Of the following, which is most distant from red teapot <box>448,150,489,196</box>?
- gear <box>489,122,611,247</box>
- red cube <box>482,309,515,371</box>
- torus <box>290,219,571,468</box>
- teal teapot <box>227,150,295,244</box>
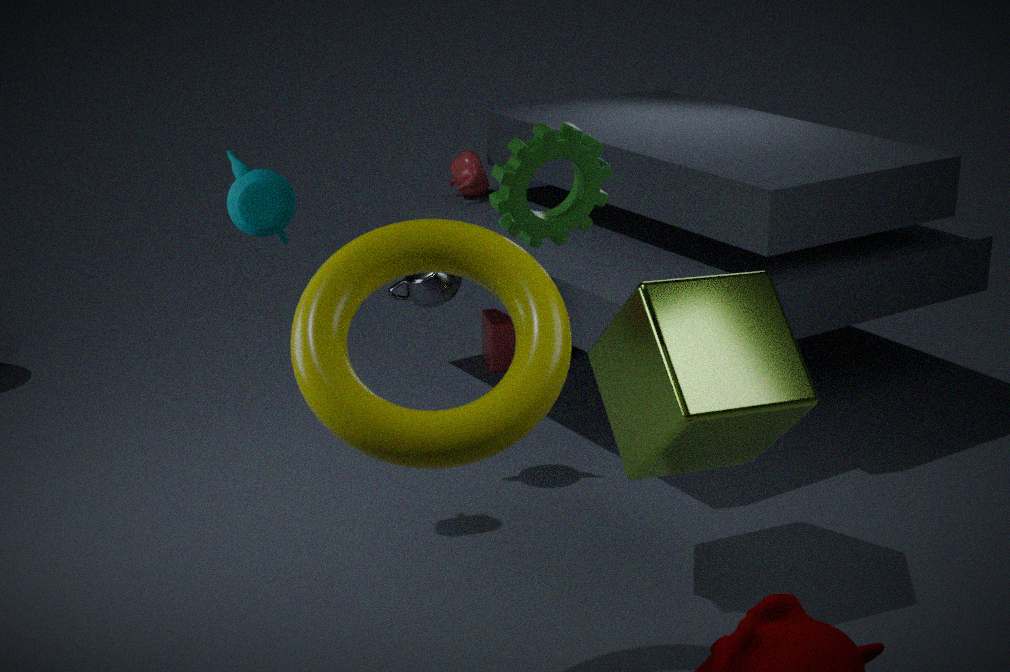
torus <box>290,219,571,468</box>
